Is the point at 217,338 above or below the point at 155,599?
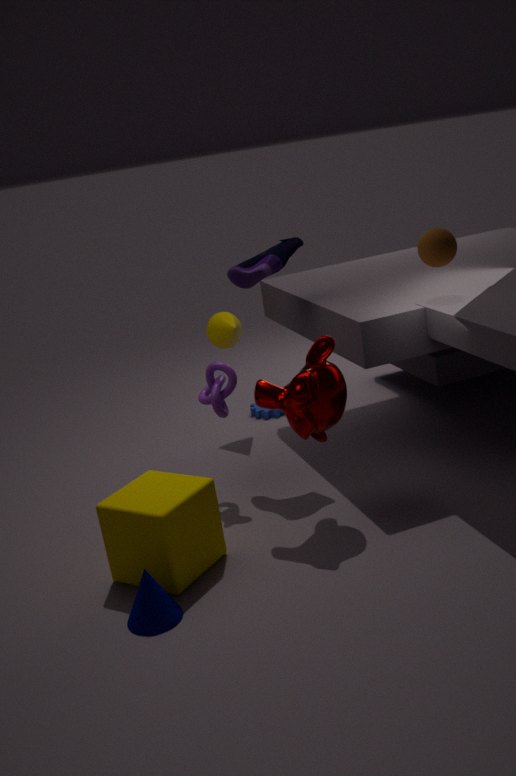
above
